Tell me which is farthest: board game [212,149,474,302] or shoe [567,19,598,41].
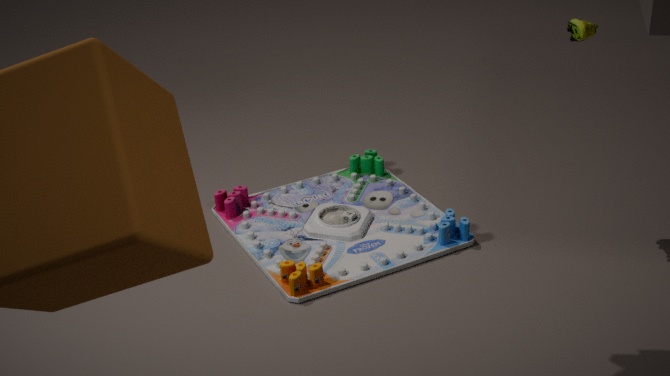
board game [212,149,474,302]
